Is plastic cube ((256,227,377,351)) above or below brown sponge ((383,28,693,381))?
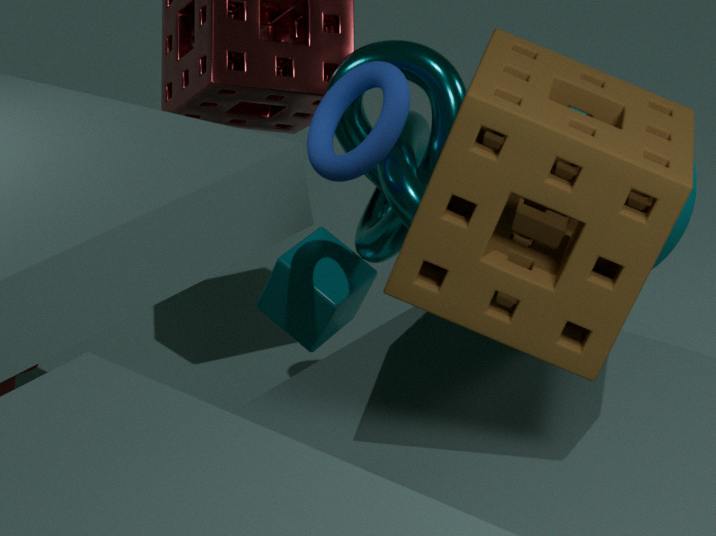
below
